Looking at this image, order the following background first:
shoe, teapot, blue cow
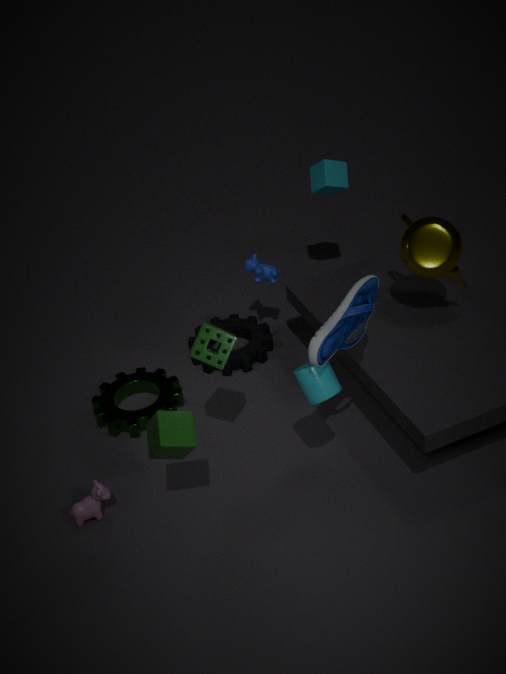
blue cow → teapot → shoe
